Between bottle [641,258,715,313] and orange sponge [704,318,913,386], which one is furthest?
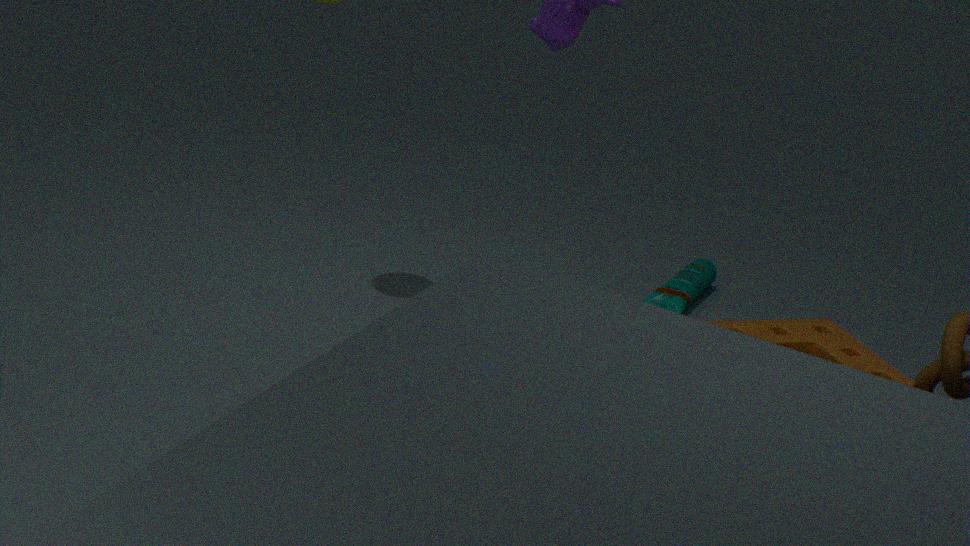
bottle [641,258,715,313]
